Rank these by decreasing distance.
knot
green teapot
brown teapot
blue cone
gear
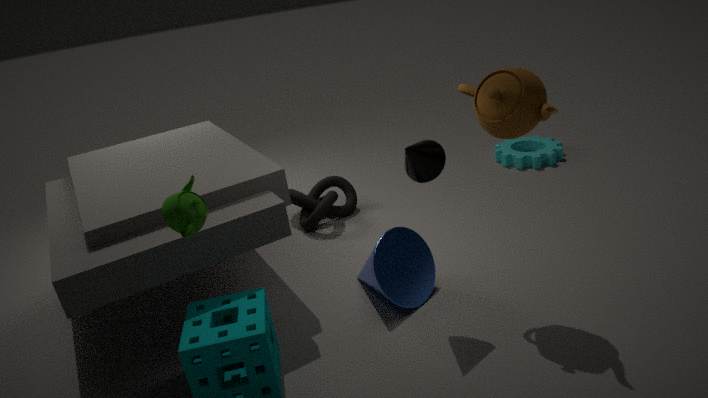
gear → knot → blue cone → brown teapot → green teapot
